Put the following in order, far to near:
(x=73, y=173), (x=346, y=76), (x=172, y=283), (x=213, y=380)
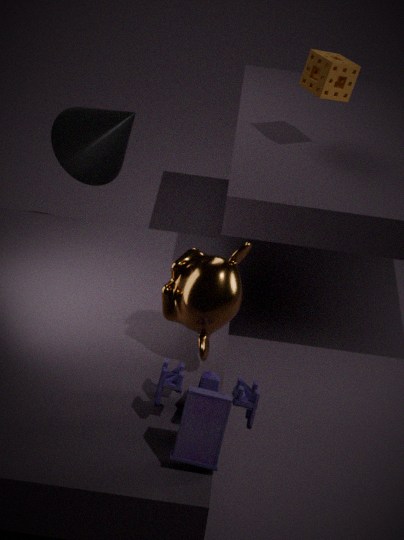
(x=73, y=173) → (x=346, y=76) → (x=172, y=283) → (x=213, y=380)
